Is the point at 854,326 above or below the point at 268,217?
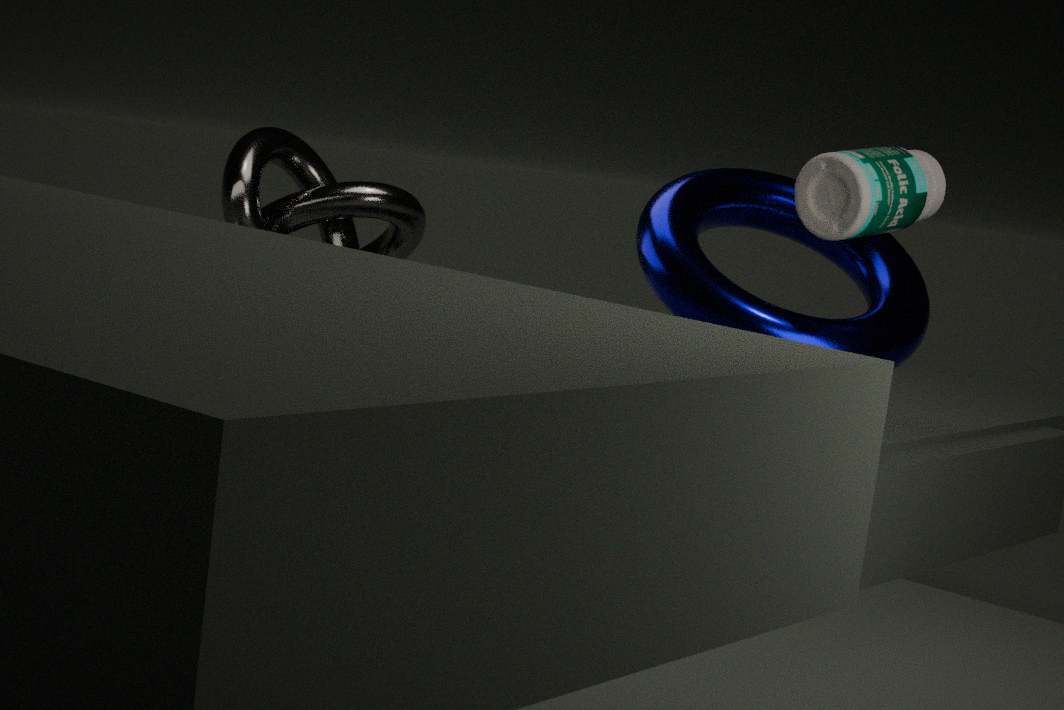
above
